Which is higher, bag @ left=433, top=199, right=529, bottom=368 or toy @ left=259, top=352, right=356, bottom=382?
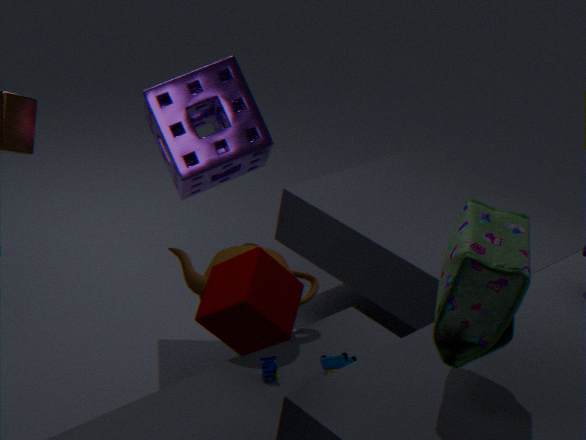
bag @ left=433, top=199, right=529, bottom=368
